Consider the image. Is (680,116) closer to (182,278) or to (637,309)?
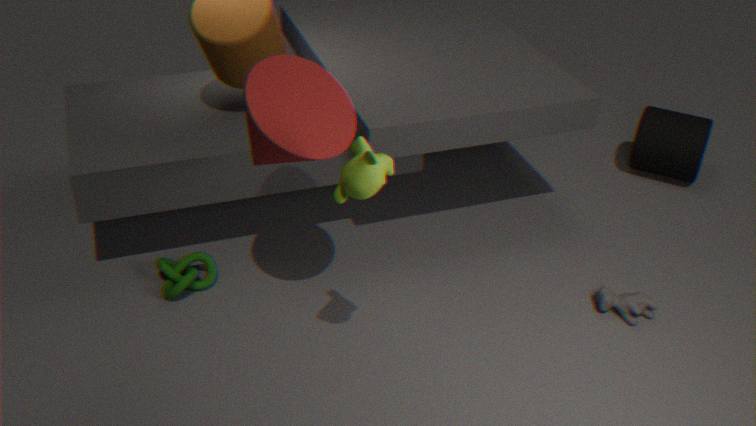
(637,309)
